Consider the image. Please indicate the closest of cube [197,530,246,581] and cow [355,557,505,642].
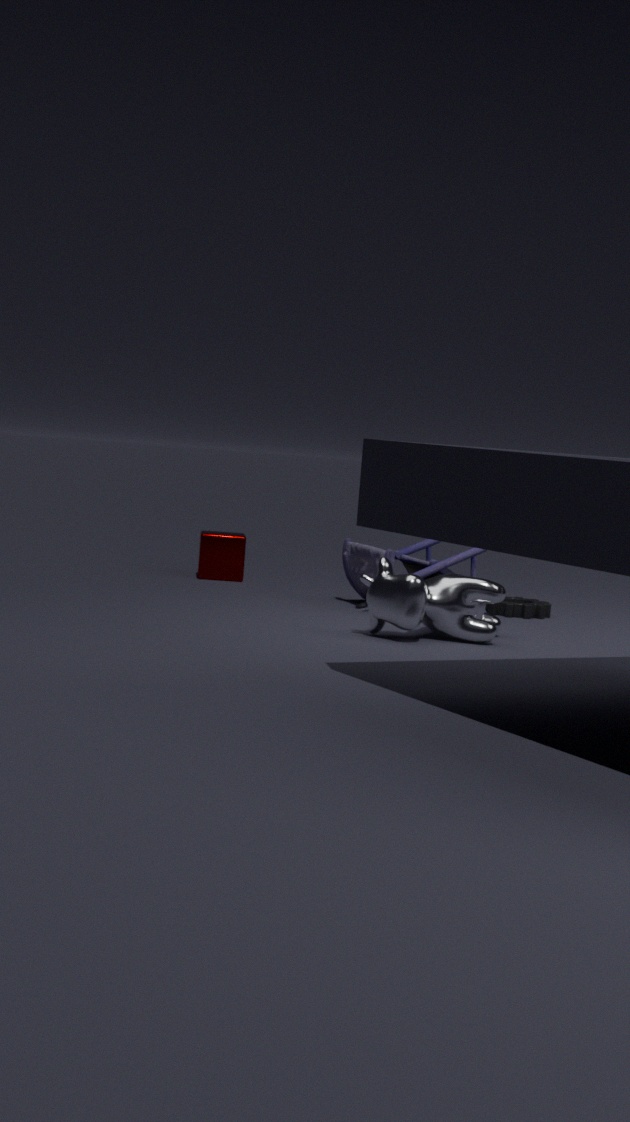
cow [355,557,505,642]
